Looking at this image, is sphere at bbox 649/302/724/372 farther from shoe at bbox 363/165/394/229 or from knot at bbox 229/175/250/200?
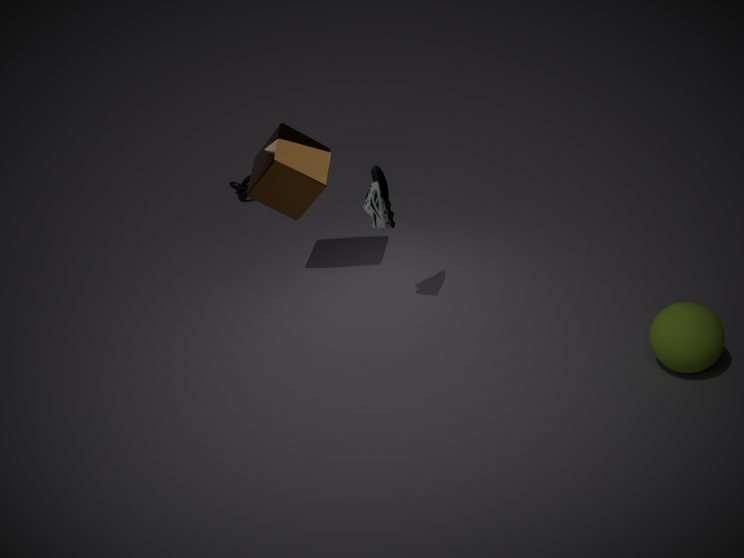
knot at bbox 229/175/250/200
